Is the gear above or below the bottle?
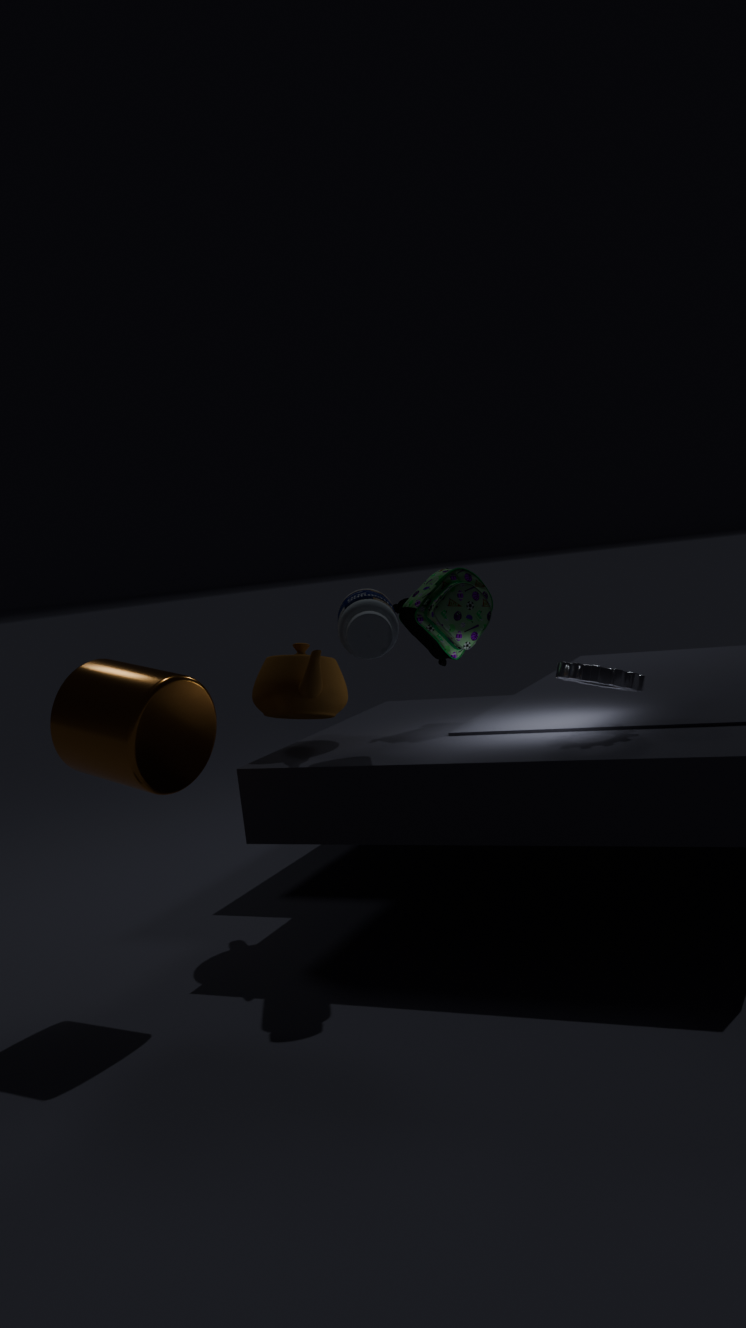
below
